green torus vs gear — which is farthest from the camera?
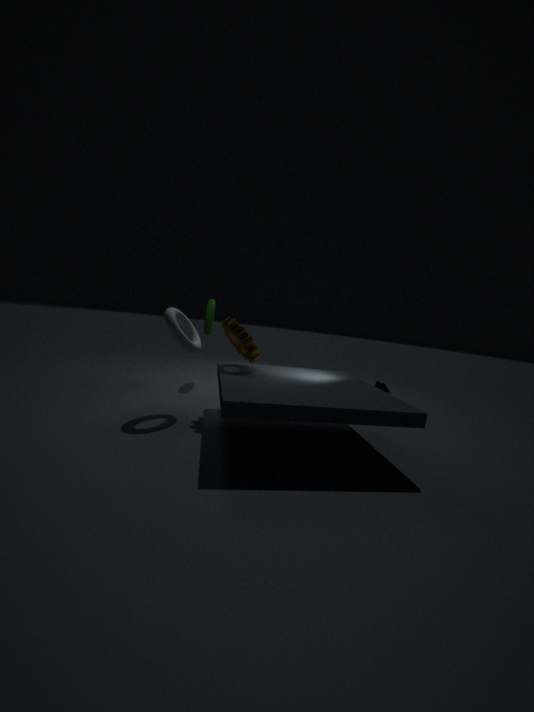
green torus
